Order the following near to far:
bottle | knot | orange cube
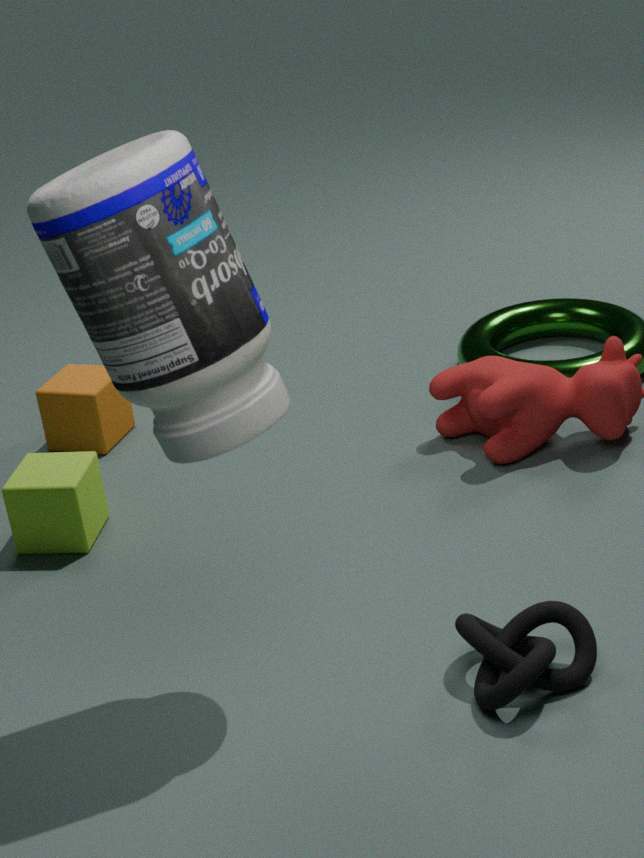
bottle, knot, orange cube
